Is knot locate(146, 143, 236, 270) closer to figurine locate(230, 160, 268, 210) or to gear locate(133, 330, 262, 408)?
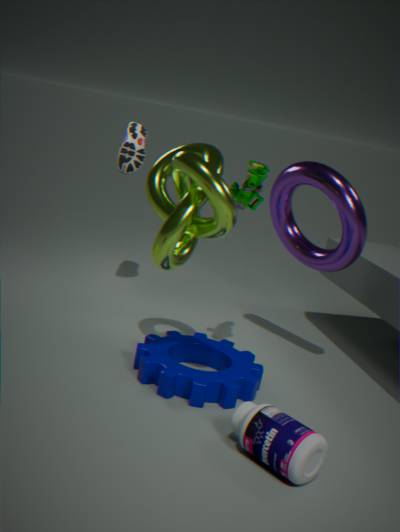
figurine locate(230, 160, 268, 210)
